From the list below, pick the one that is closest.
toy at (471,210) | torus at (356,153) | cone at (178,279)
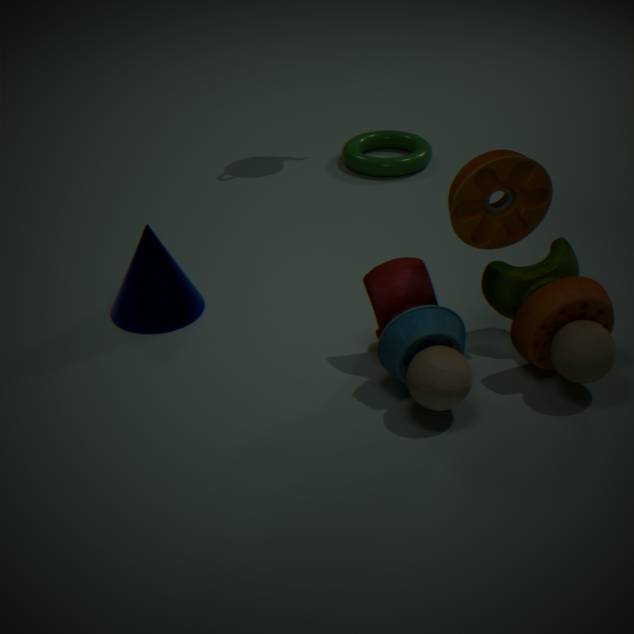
toy at (471,210)
